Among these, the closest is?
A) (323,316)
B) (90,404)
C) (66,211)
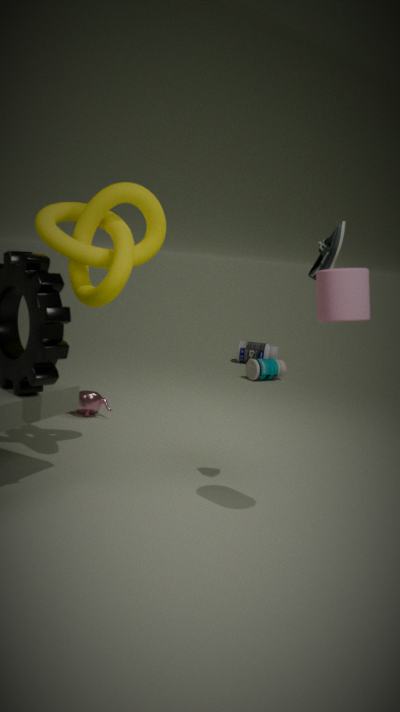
(323,316)
